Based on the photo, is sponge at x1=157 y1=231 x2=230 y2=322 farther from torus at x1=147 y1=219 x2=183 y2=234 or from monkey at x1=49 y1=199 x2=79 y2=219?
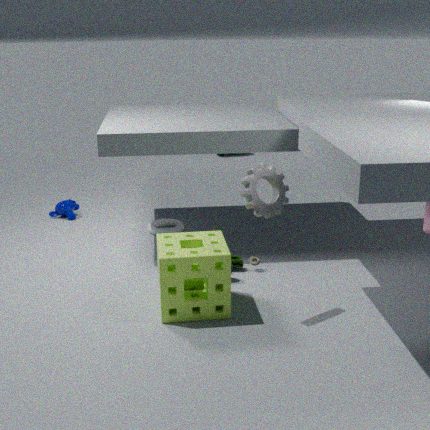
monkey at x1=49 y1=199 x2=79 y2=219
